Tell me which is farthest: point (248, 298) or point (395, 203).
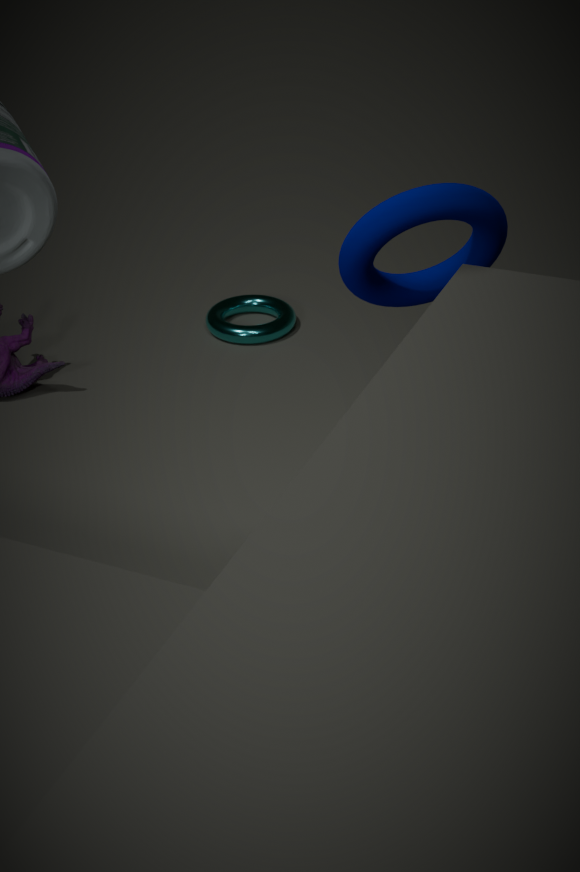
point (248, 298)
